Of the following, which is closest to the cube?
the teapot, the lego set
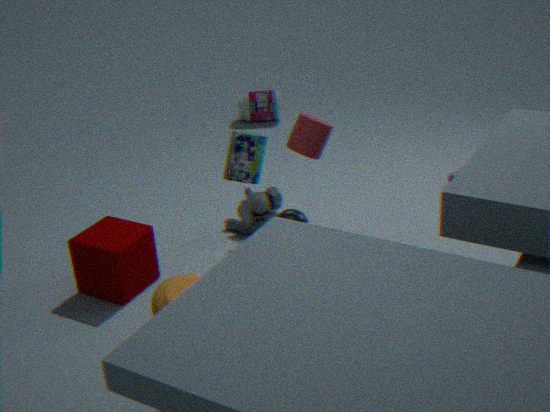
the teapot
